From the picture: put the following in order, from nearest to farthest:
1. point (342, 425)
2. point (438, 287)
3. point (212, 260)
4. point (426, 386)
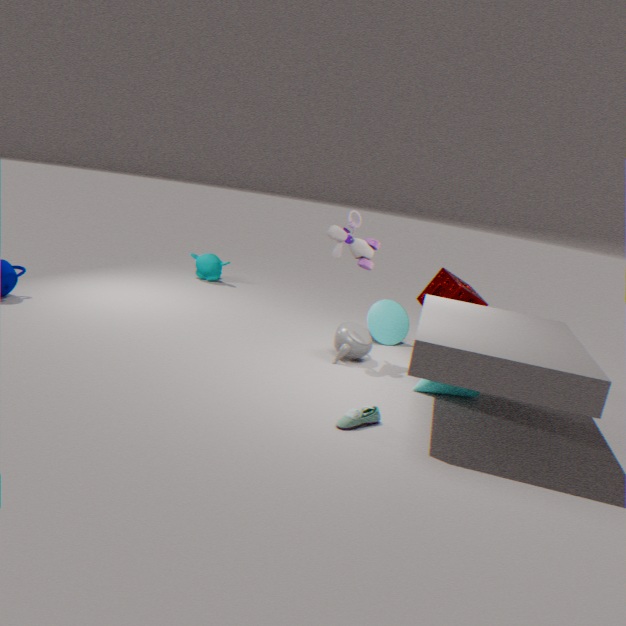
point (342, 425) < point (426, 386) < point (438, 287) < point (212, 260)
